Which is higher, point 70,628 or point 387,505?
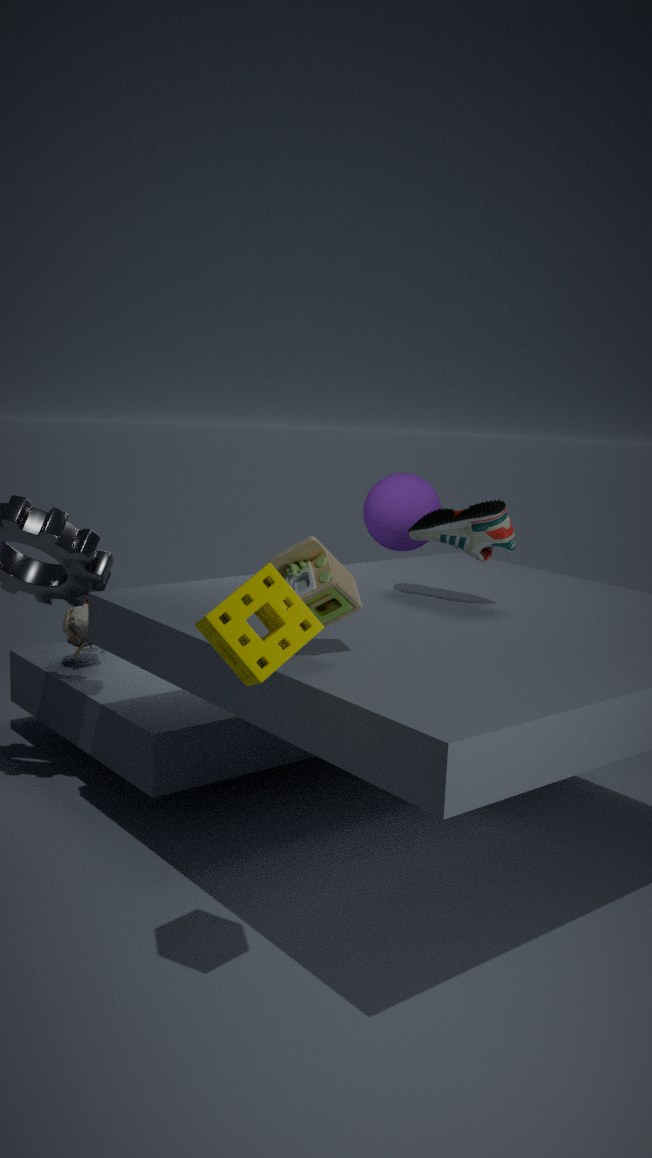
point 387,505
